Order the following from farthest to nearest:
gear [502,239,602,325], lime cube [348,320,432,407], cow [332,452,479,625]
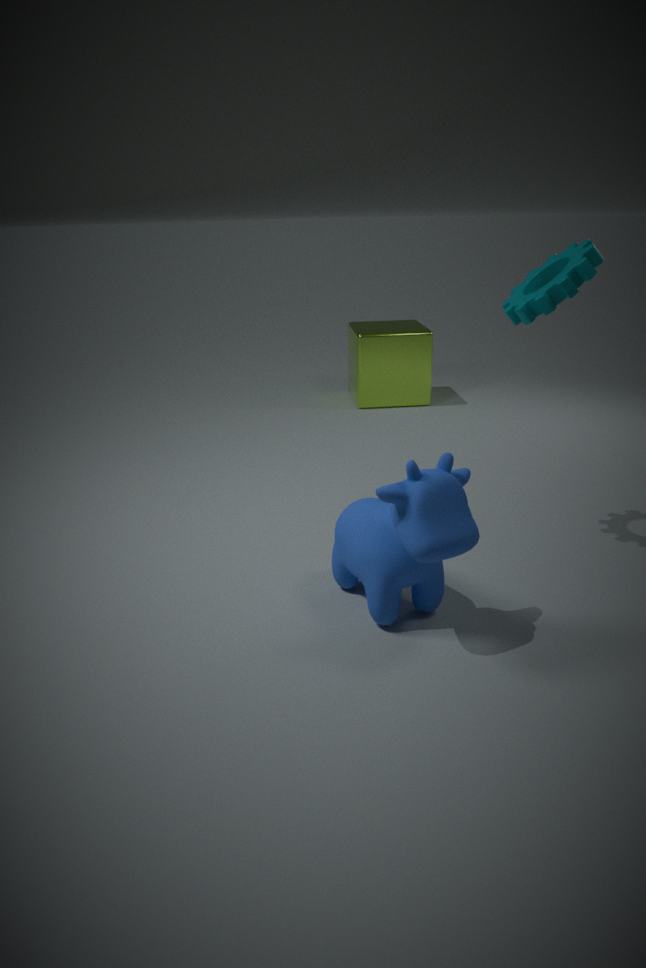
lime cube [348,320,432,407]
gear [502,239,602,325]
cow [332,452,479,625]
